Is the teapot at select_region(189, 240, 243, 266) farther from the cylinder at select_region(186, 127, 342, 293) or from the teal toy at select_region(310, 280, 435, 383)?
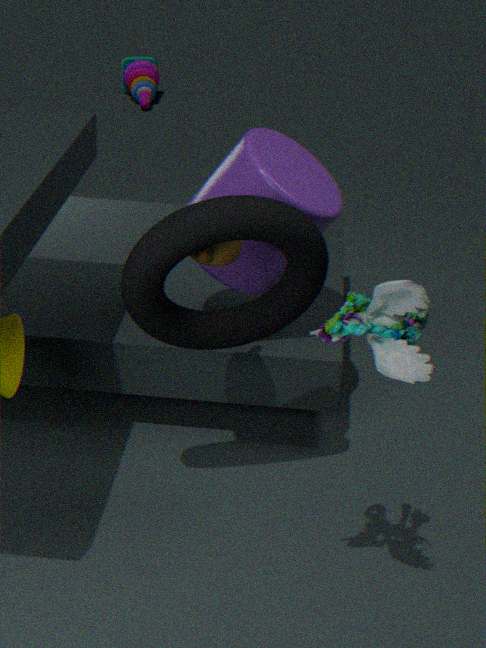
the teal toy at select_region(310, 280, 435, 383)
